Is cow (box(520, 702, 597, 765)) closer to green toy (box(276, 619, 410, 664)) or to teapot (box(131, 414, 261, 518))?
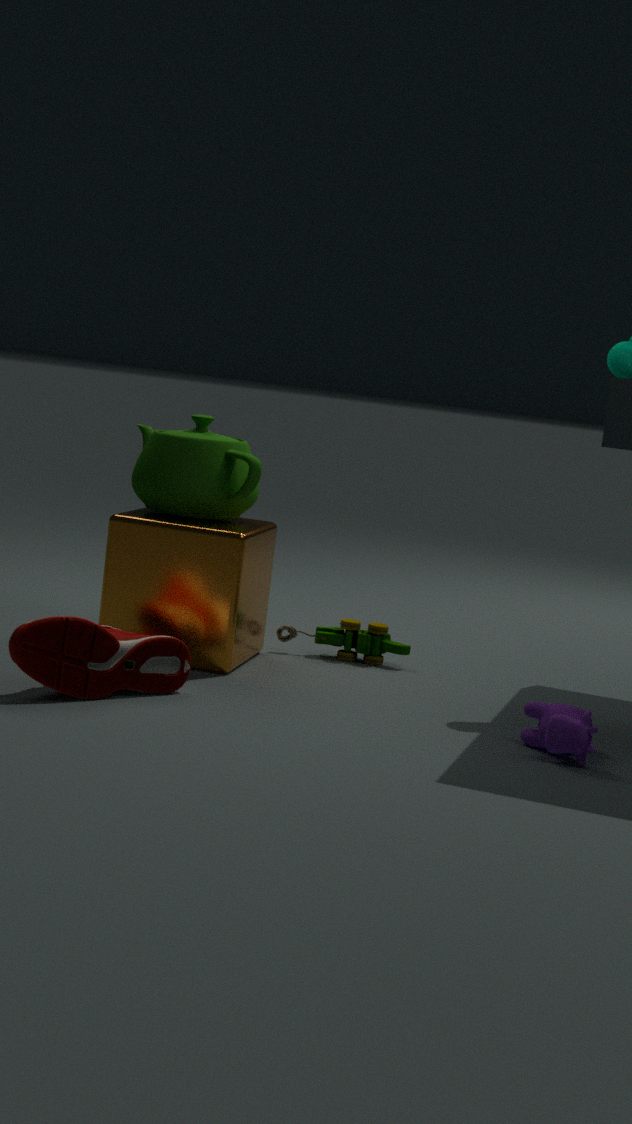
green toy (box(276, 619, 410, 664))
